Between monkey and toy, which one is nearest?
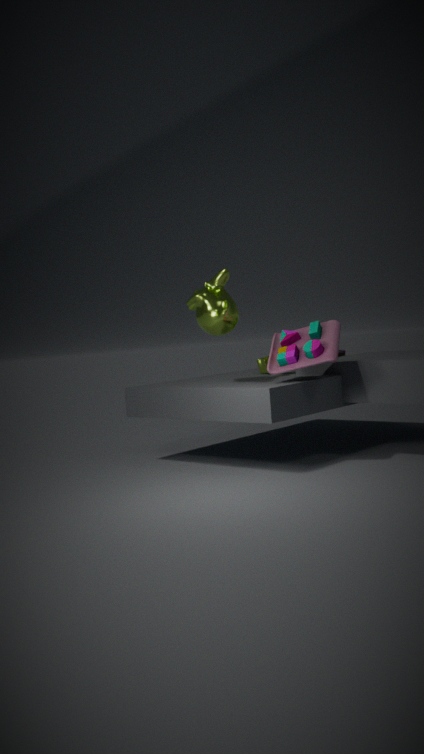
toy
